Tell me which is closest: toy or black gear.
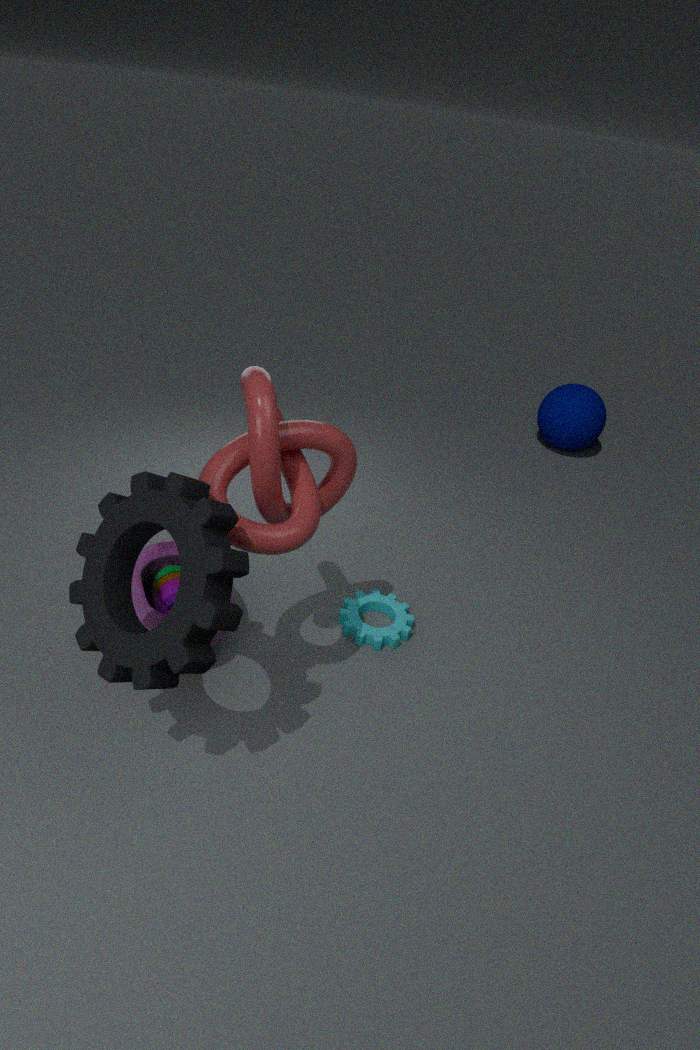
black gear
